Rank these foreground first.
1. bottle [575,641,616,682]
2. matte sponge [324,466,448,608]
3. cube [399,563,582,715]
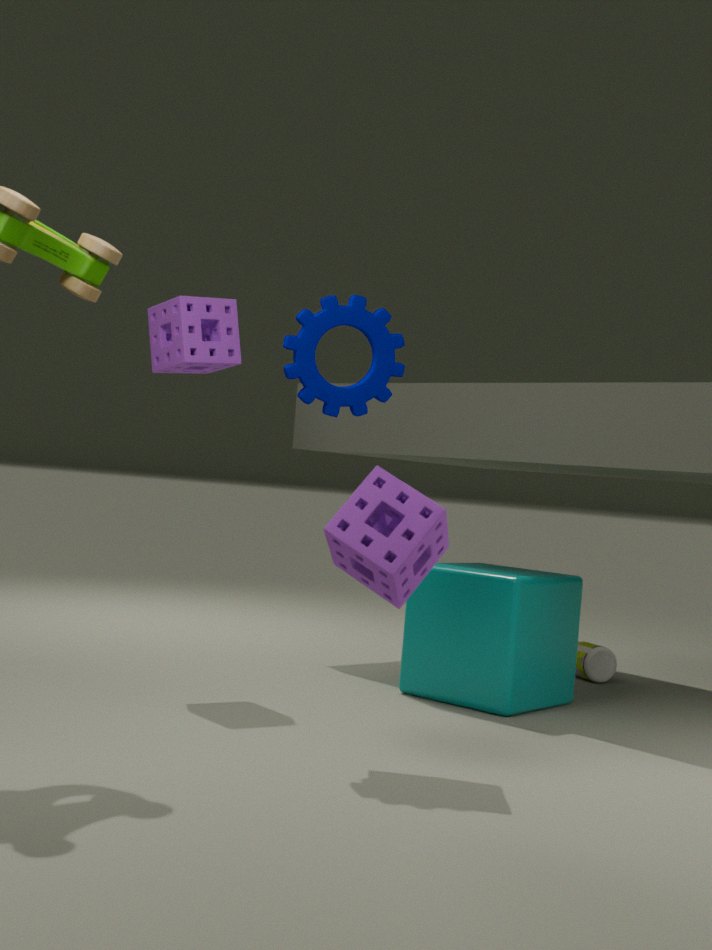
1. matte sponge [324,466,448,608]
2. cube [399,563,582,715]
3. bottle [575,641,616,682]
